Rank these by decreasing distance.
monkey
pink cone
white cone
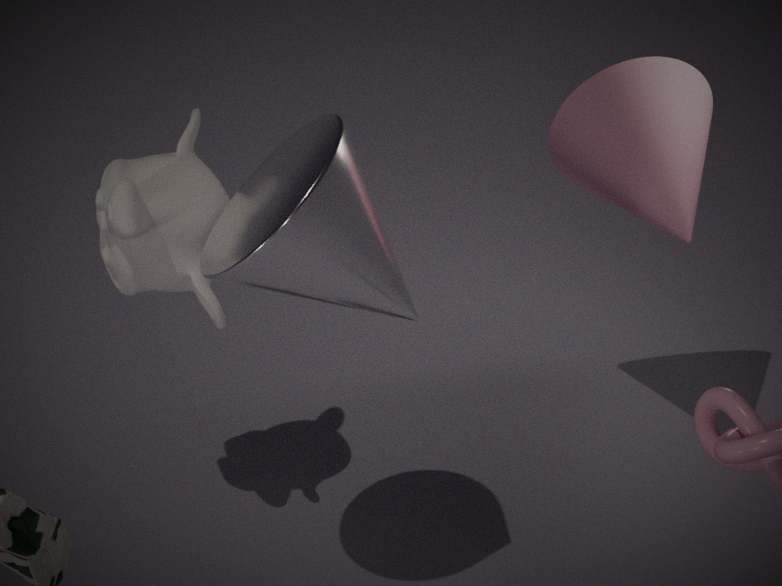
pink cone
monkey
white cone
